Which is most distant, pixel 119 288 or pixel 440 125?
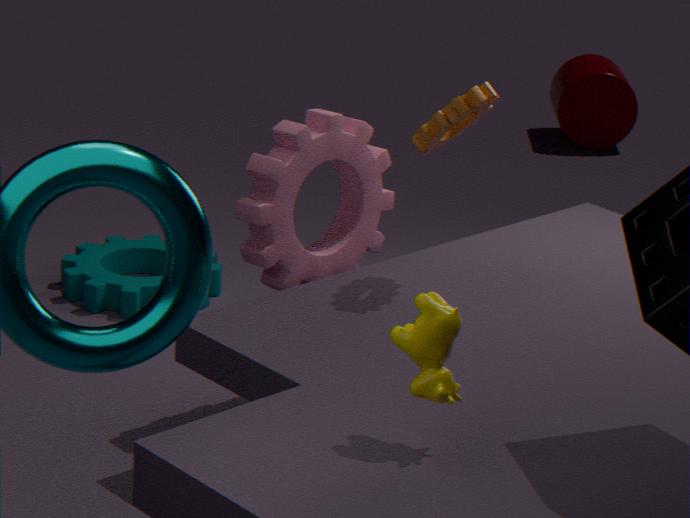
pixel 119 288
